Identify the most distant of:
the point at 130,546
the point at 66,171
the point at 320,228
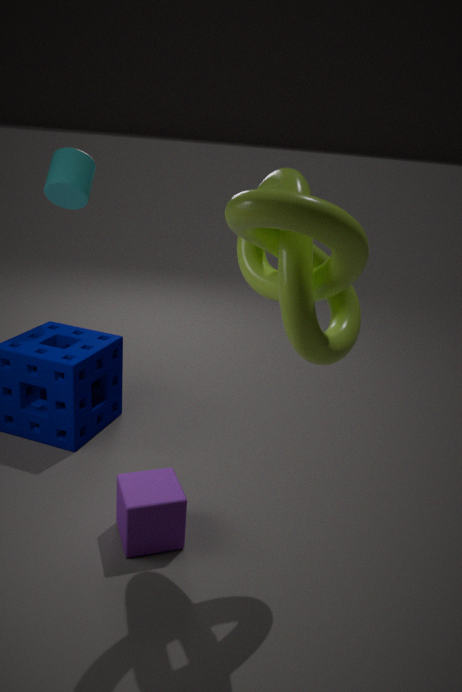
the point at 66,171
